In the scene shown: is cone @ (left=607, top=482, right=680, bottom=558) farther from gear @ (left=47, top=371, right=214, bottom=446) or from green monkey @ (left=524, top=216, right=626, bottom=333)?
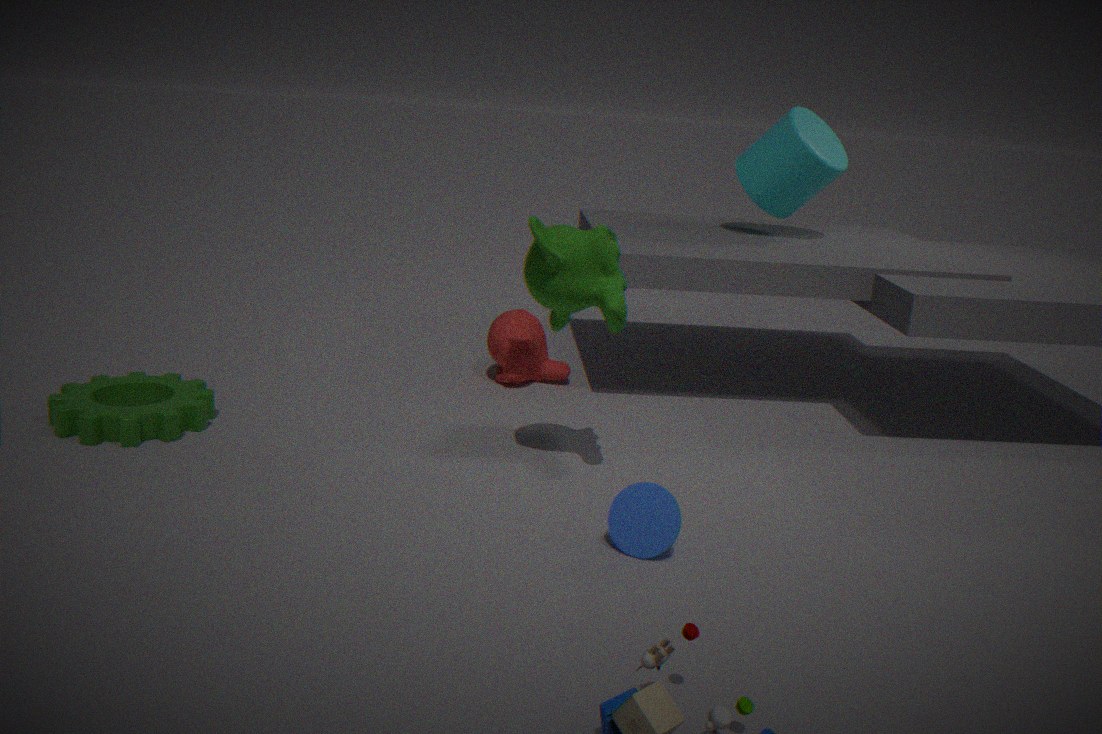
gear @ (left=47, top=371, right=214, bottom=446)
